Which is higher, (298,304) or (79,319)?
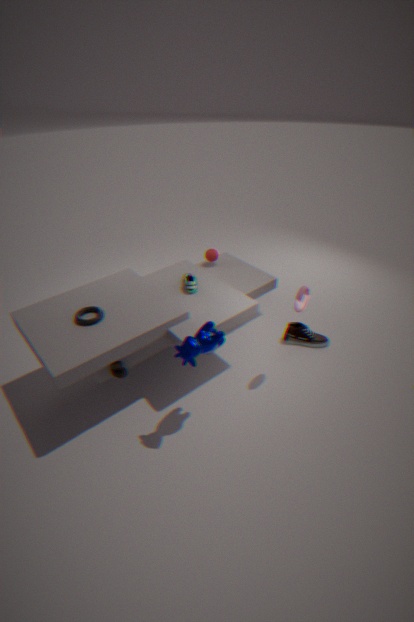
(298,304)
